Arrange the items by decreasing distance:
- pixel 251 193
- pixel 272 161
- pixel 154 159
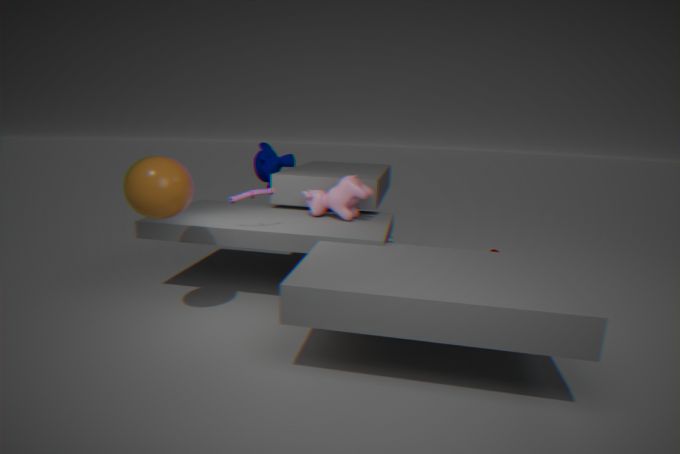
pixel 272 161 → pixel 251 193 → pixel 154 159
